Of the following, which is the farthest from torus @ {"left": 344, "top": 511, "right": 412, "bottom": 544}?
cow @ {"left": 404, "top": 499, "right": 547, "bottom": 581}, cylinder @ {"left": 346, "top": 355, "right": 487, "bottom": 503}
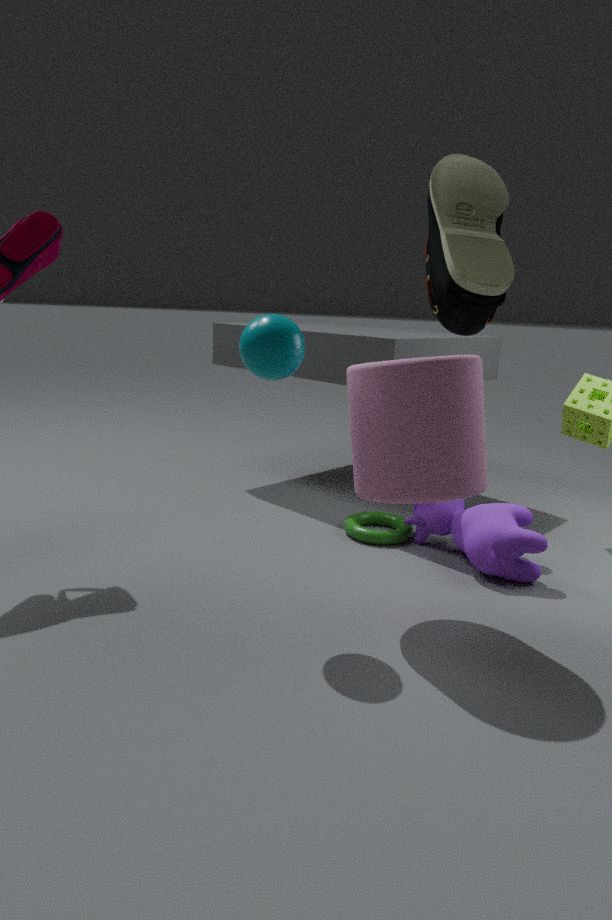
cylinder @ {"left": 346, "top": 355, "right": 487, "bottom": 503}
